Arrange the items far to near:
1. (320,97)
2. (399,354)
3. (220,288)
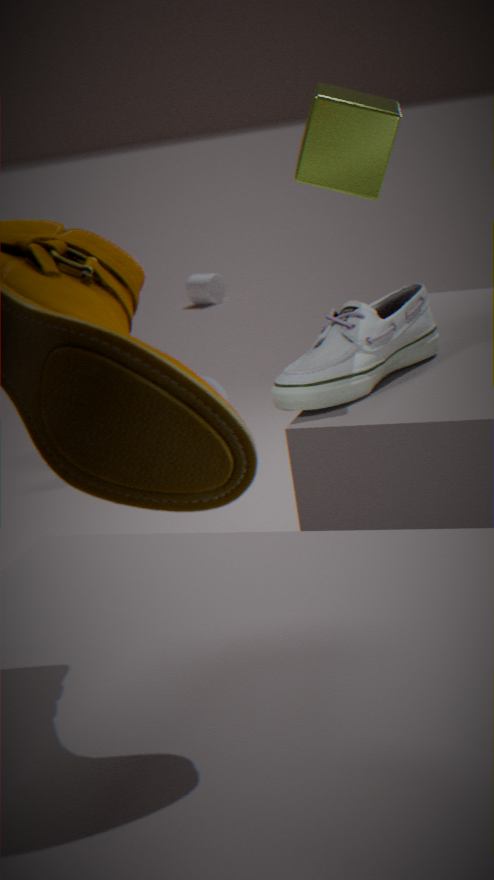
(220,288), (399,354), (320,97)
